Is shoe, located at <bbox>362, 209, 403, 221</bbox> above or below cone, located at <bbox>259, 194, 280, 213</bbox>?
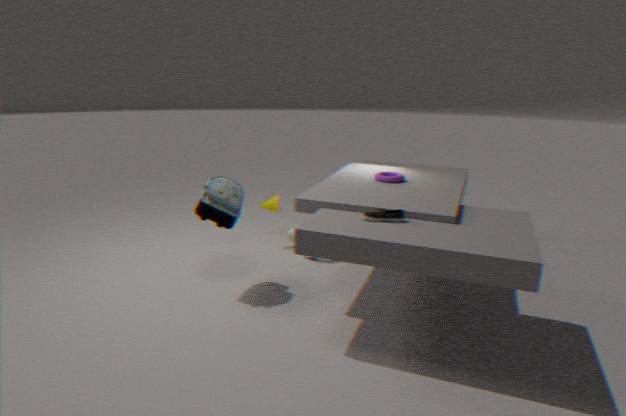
above
